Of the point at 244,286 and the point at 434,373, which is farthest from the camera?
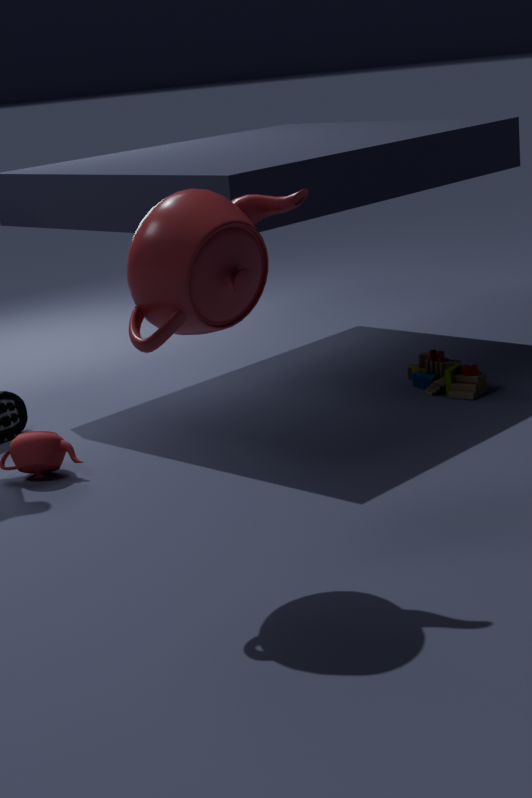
the point at 434,373
